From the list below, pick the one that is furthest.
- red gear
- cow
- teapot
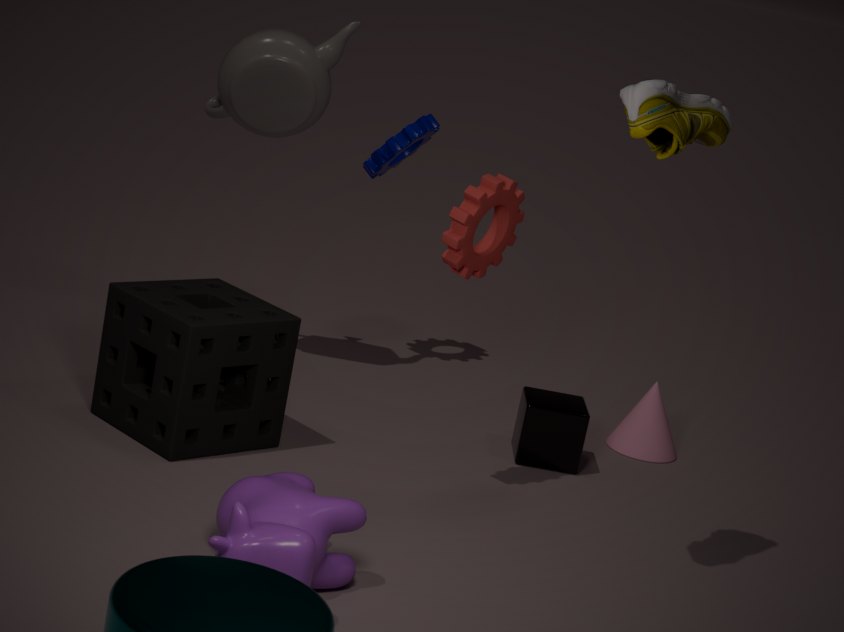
teapot
